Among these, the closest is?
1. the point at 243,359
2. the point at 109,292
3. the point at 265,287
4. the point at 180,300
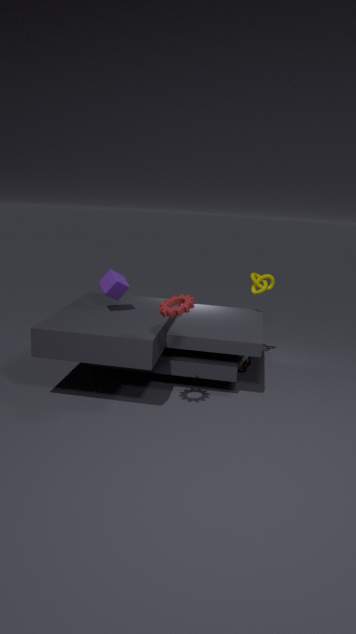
the point at 180,300
